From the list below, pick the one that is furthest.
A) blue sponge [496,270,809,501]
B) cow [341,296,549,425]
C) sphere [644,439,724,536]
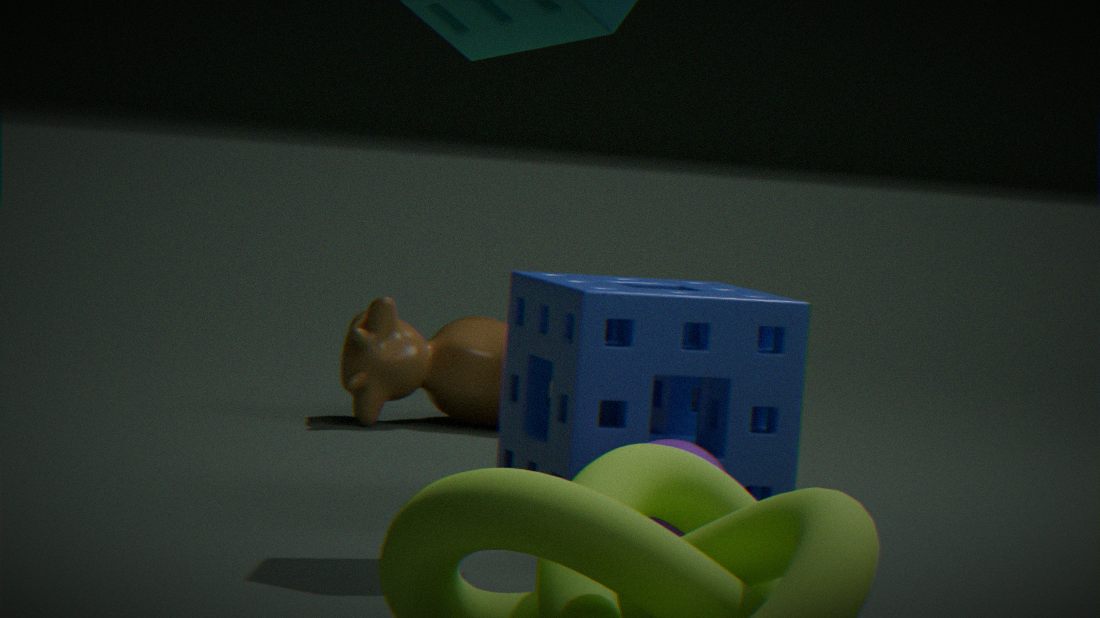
cow [341,296,549,425]
